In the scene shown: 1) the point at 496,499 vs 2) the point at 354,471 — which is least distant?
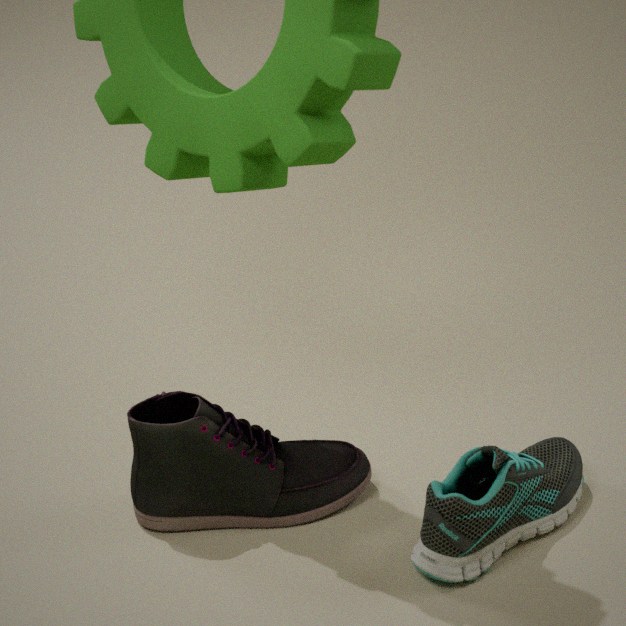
1. the point at 496,499
